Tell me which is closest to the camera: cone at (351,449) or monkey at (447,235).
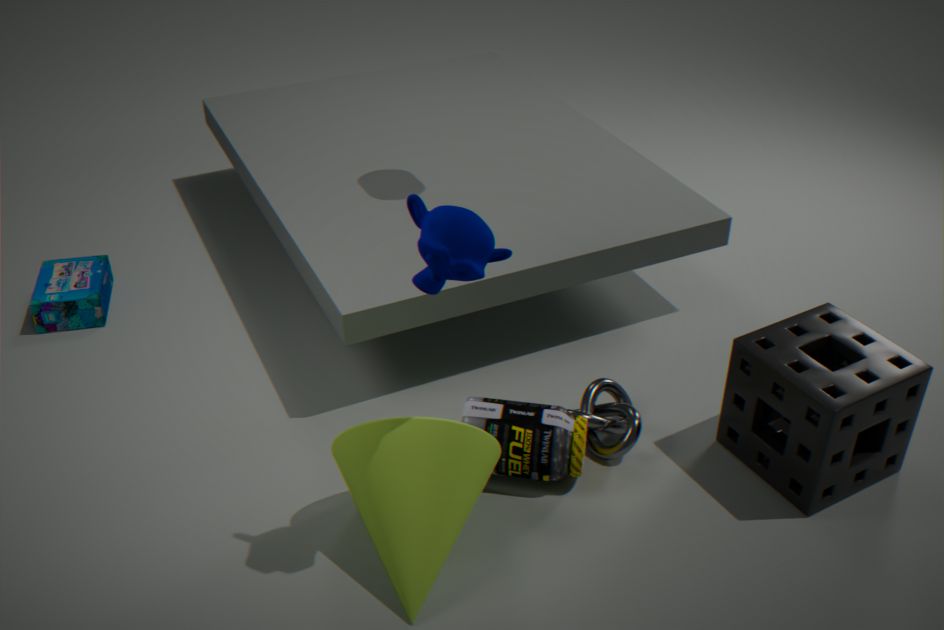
monkey at (447,235)
